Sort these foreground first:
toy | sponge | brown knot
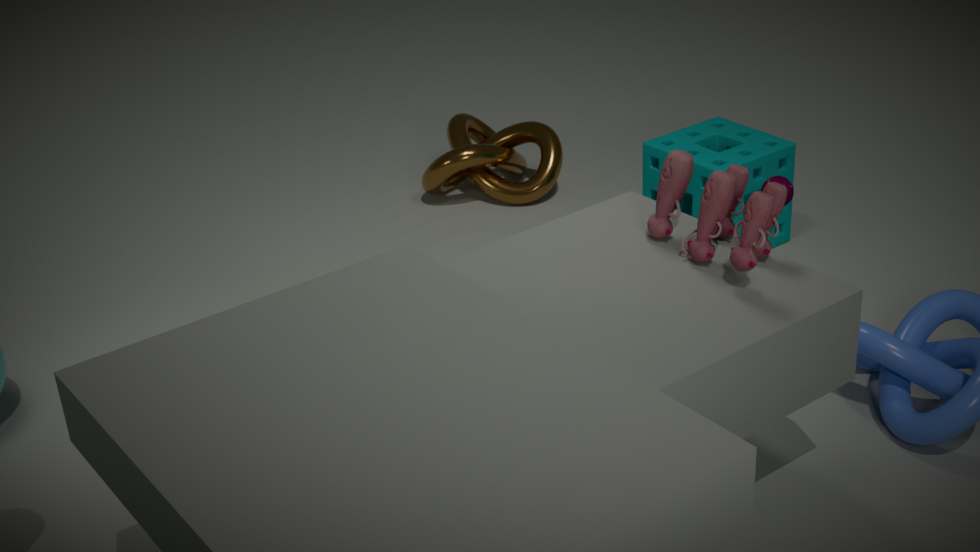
toy → sponge → brown knot
